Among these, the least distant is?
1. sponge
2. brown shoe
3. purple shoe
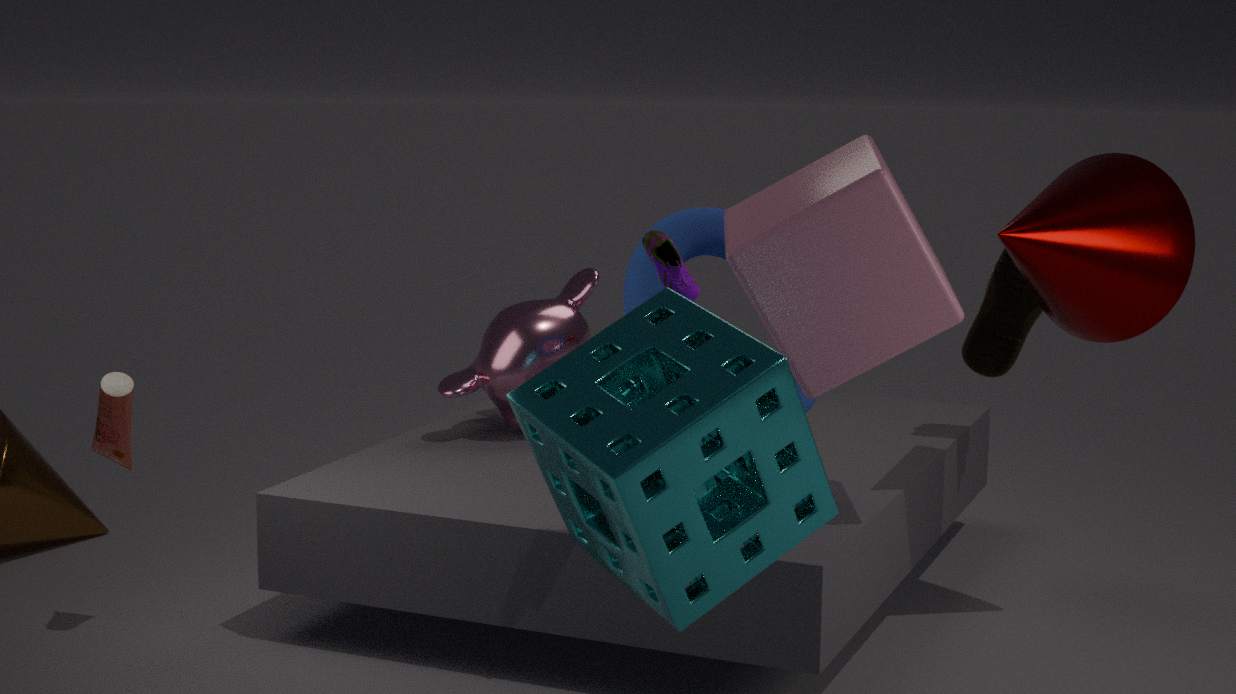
sponge
